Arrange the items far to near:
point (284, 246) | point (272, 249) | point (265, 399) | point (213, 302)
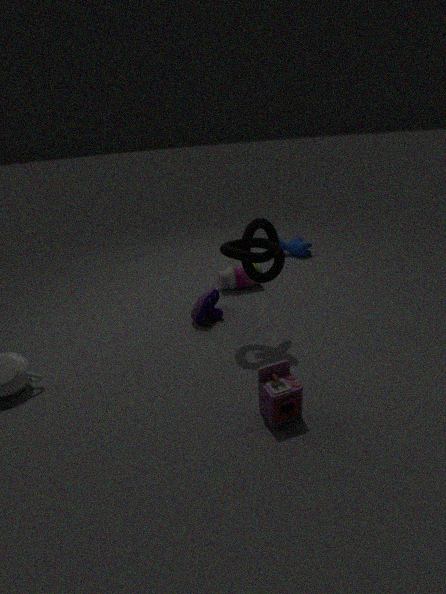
point (284, 246)
point (213, 302)
point (272, 249)
point (265, 399)
